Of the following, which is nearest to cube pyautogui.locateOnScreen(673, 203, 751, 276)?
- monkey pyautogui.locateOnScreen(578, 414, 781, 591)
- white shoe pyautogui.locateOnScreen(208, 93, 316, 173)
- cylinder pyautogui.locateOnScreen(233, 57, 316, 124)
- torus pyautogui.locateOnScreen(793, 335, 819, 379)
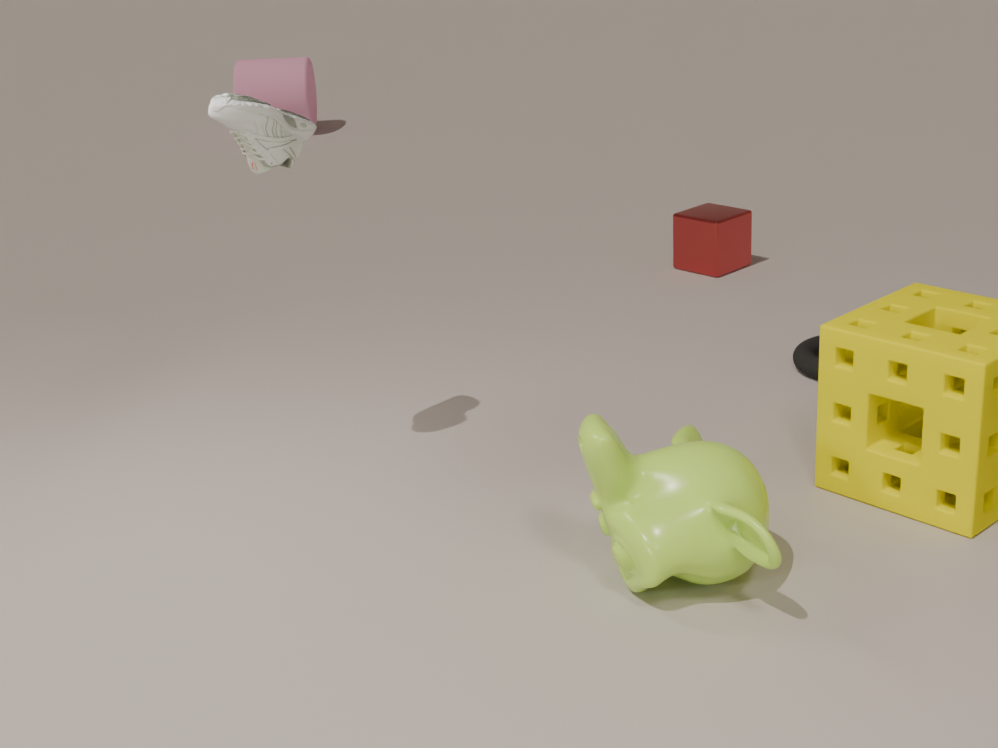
torus pyautogui.locateOnScreen(793, 335, 819, 379)
